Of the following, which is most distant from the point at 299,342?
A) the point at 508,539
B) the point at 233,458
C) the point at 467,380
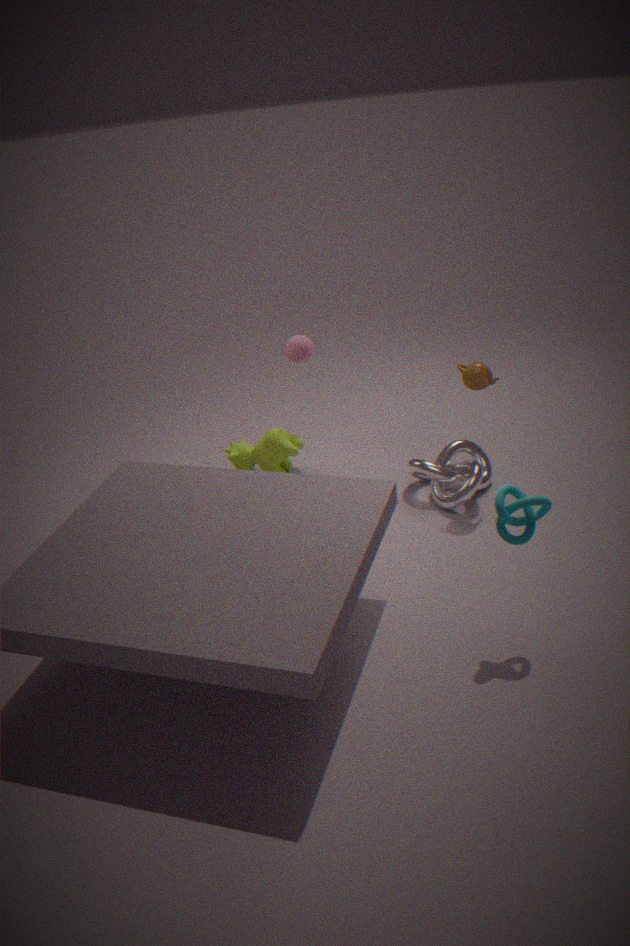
the point at 508,539
